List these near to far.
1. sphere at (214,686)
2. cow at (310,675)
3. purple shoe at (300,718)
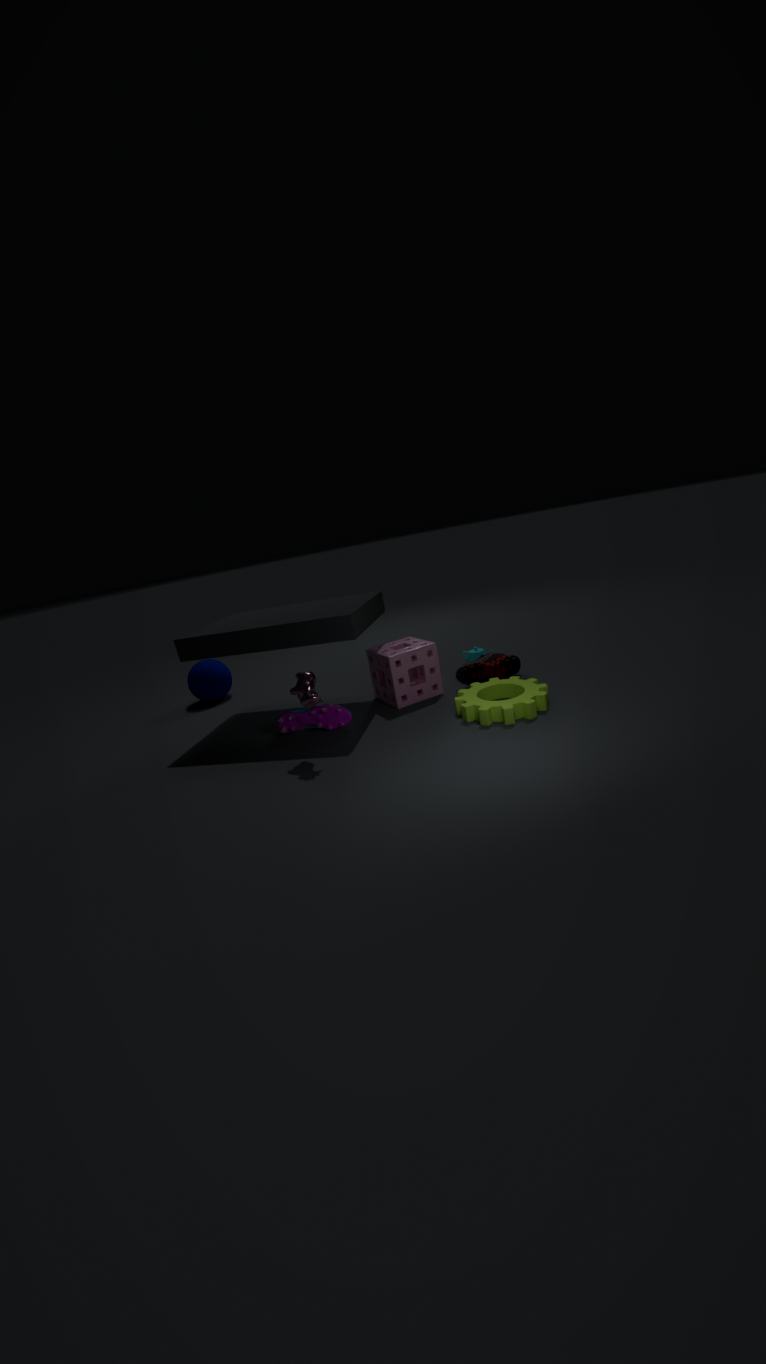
cow at (310,675) → purple shoe at (300,718) → sphere at (214,686)
